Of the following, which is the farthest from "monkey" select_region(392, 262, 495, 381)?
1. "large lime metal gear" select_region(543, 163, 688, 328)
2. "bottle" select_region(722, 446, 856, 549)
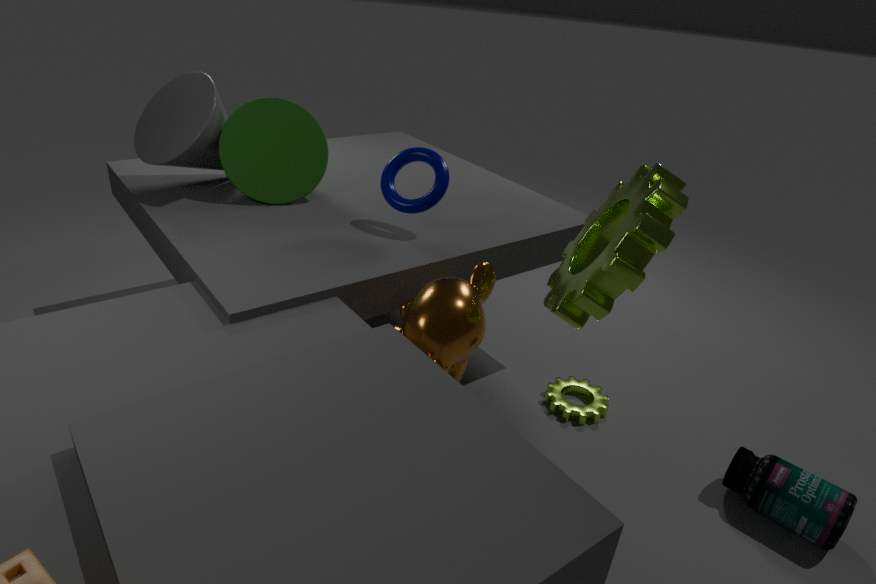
"bottle" select_region(722, 446, 856, 549)
